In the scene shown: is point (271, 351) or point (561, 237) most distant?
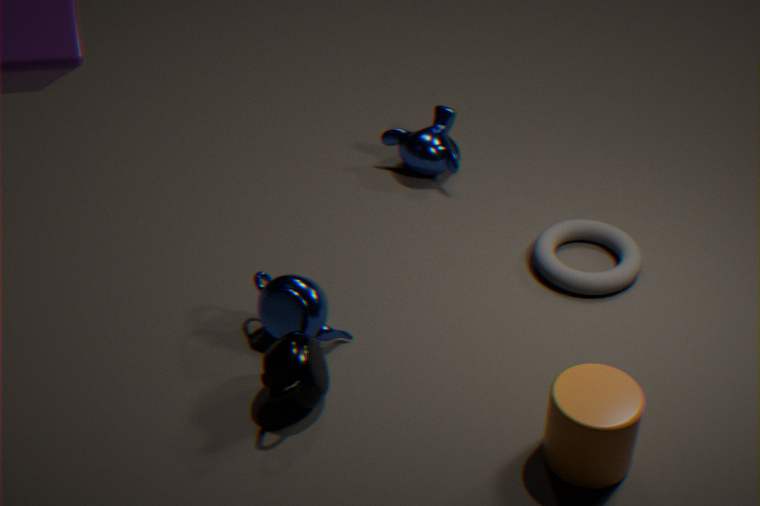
point (561, 237)
